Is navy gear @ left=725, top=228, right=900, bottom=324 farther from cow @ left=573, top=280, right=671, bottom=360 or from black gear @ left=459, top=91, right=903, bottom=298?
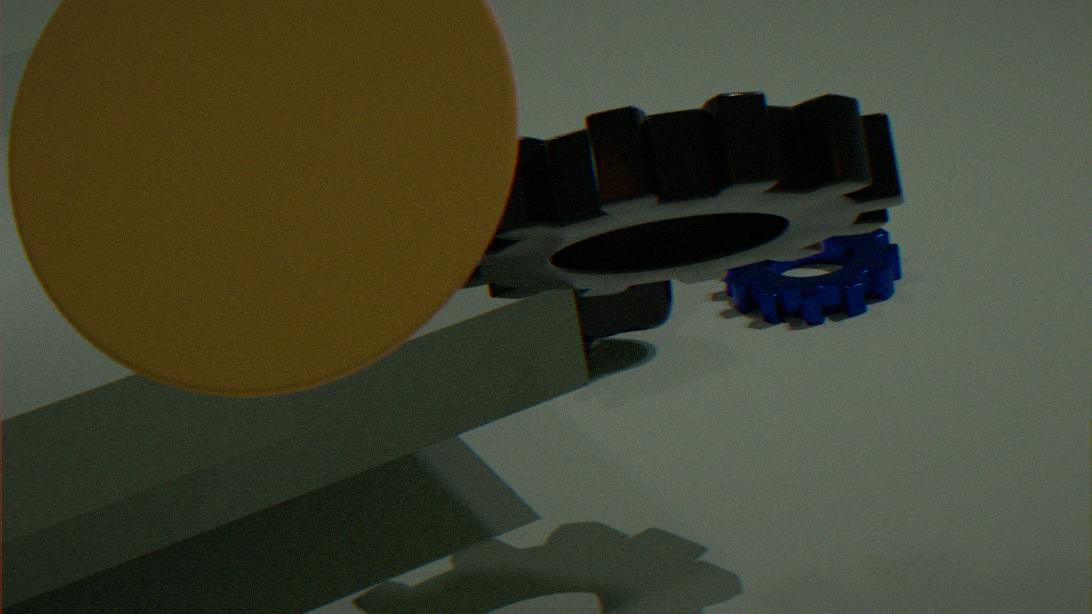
black gear @ left=459, top=91, right=903, bottom=298
